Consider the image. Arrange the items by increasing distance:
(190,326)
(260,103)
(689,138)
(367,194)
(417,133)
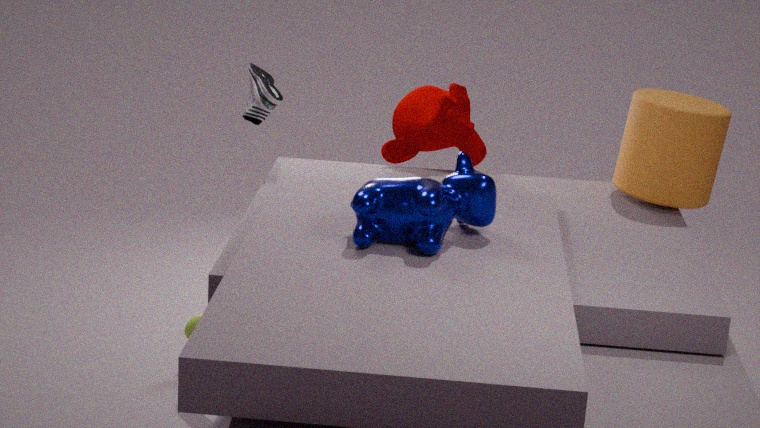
(367,194) → (689,138) → (260,103) → (417,133) → (190,326)
